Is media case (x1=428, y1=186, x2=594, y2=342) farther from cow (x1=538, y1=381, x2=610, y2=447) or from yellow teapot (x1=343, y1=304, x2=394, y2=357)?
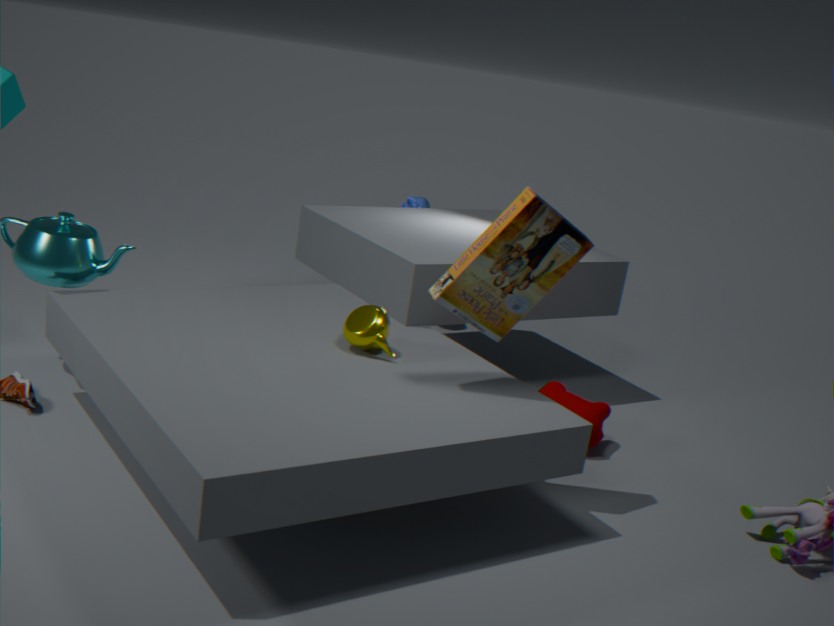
cow (x1=538, y1=381, x2=610, y2=447)
